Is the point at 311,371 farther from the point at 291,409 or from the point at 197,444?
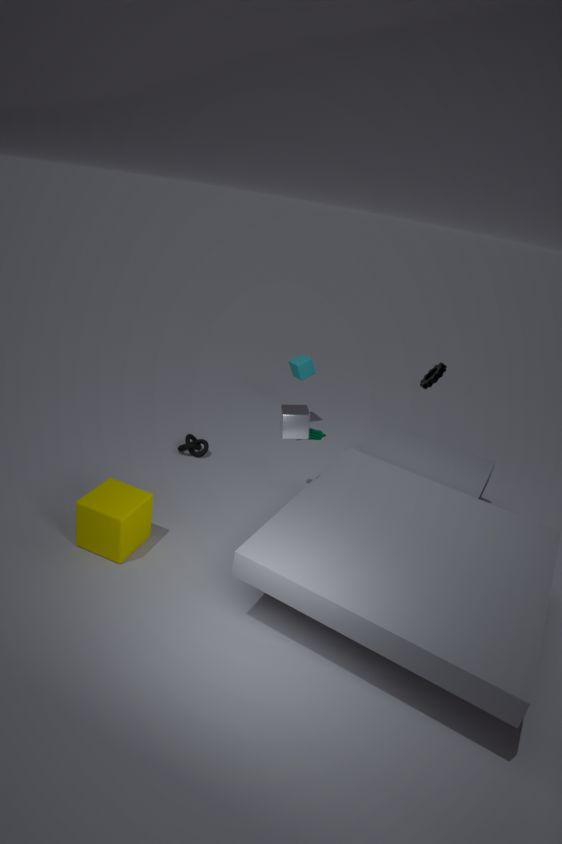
the point at 291,409
